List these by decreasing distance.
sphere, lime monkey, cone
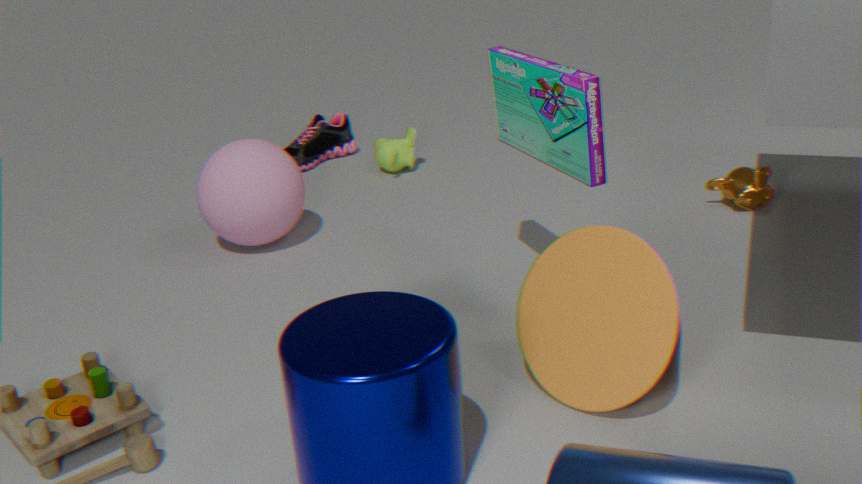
lime monkey, sphere, cone
